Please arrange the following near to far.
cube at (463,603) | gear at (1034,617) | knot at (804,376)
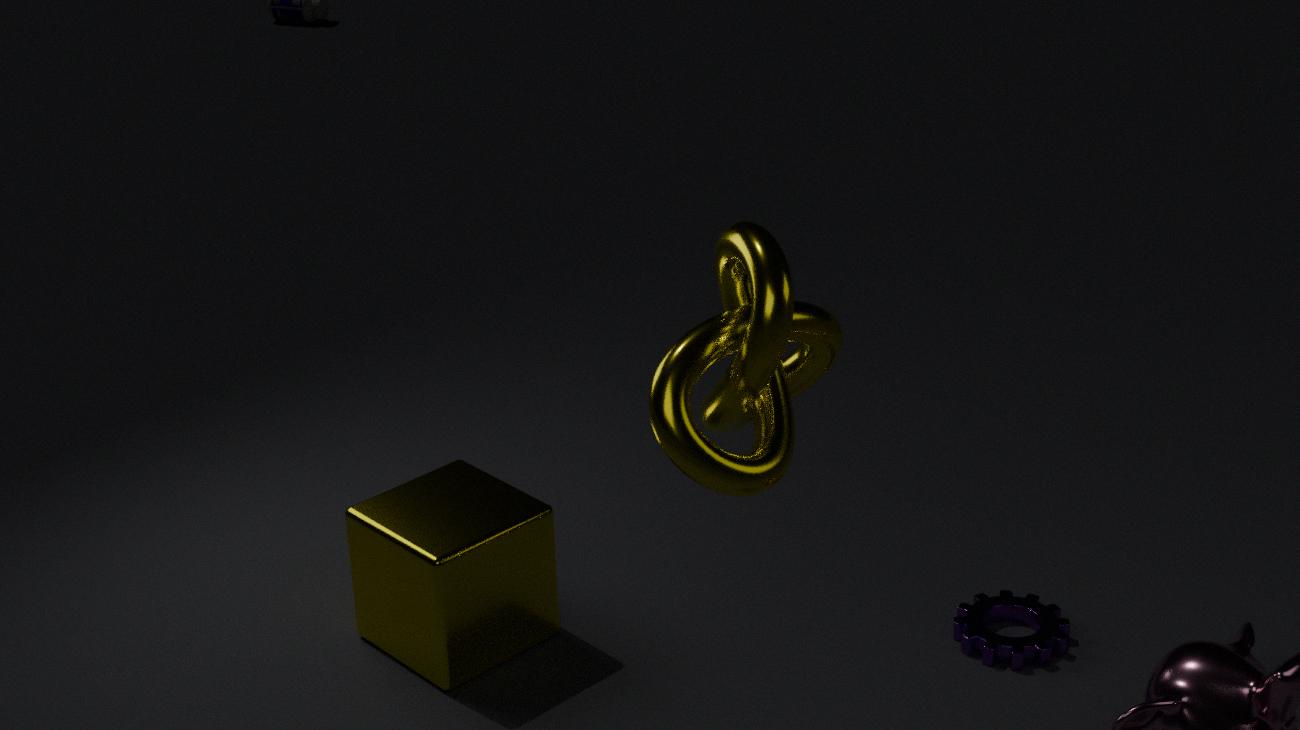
1. knot at (804,376)
2. cube at (463,603)
3. gear at (1034,617)
